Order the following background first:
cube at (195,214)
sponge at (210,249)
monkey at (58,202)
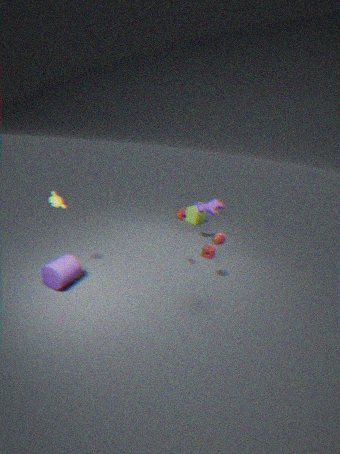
cube at (195,214) → sponge at (210,249) → monkey at (58,202)
